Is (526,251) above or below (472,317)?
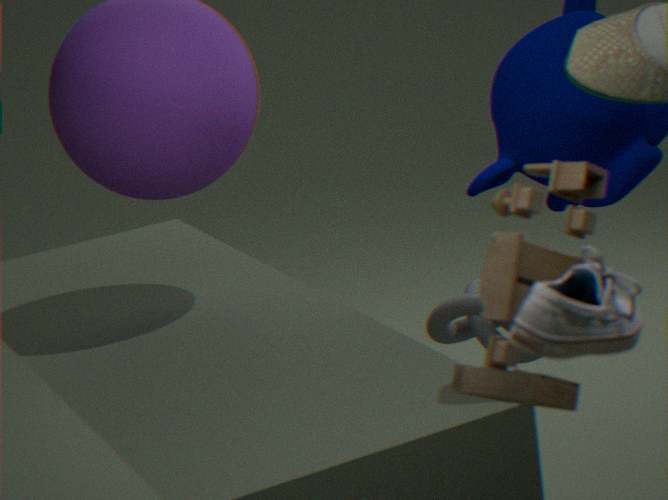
above
